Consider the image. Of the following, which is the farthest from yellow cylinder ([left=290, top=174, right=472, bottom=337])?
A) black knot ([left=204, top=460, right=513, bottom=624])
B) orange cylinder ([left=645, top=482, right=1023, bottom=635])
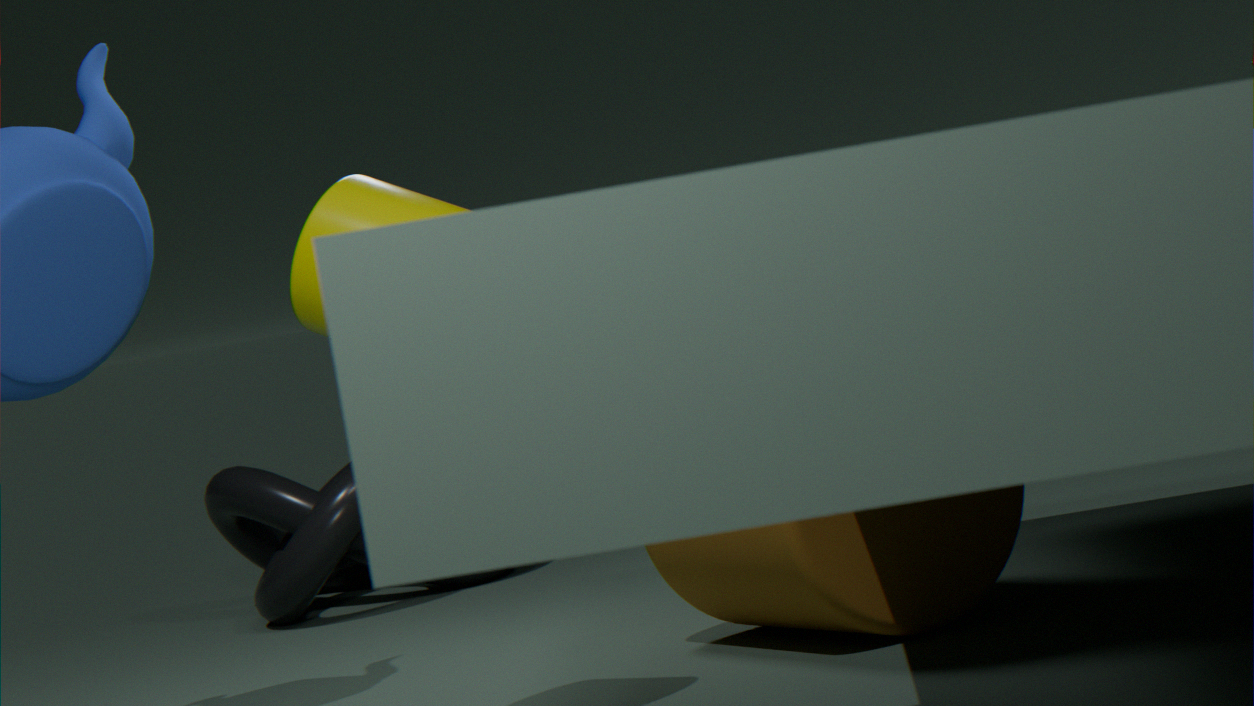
black knot ([left=204, top=460, right=513, bottom=624])
